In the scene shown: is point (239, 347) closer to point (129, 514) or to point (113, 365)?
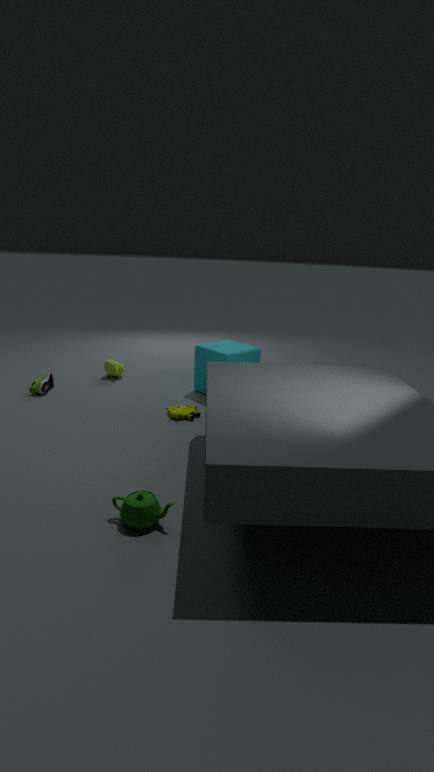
point (113, 365)
